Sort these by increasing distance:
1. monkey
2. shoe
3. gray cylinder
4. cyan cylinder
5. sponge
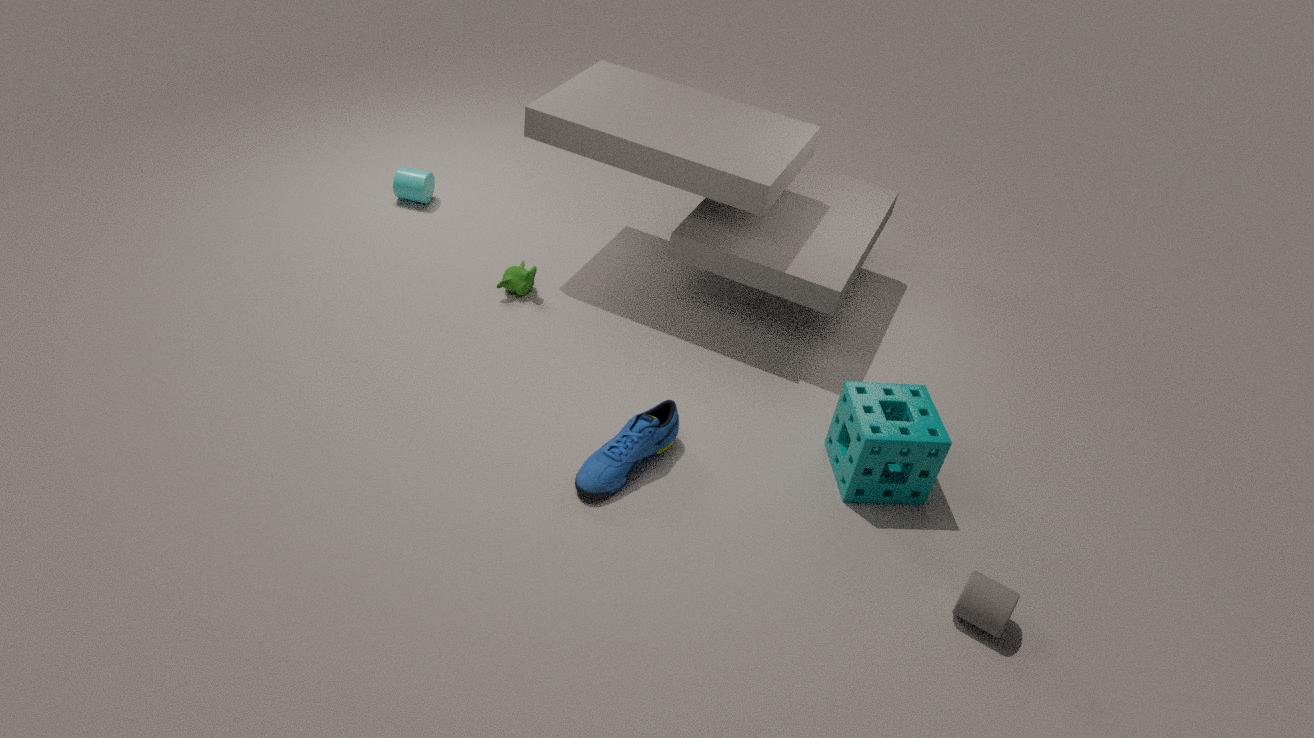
gray cylinder, shoe, sponge, monkey, cyan cylinder
